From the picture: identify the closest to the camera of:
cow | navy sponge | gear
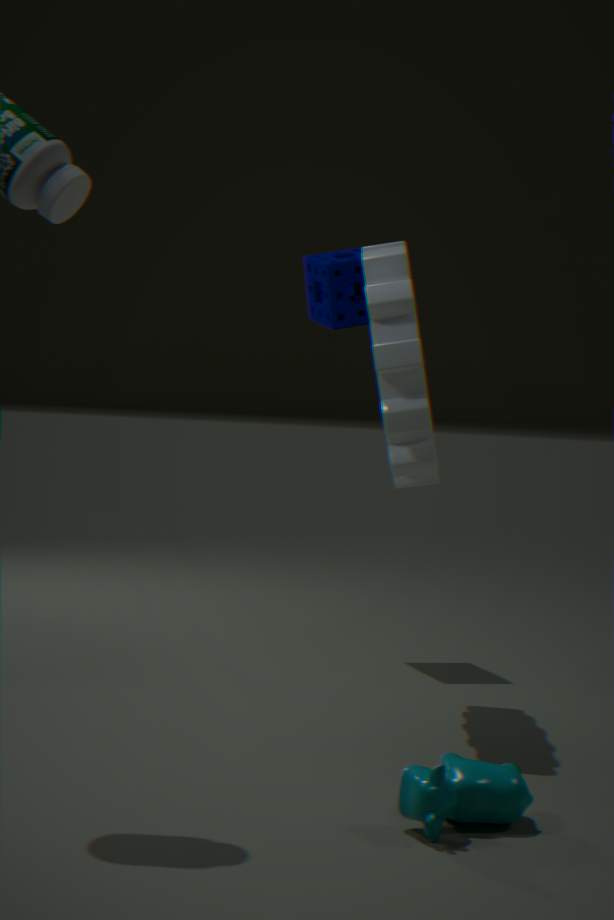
cow
